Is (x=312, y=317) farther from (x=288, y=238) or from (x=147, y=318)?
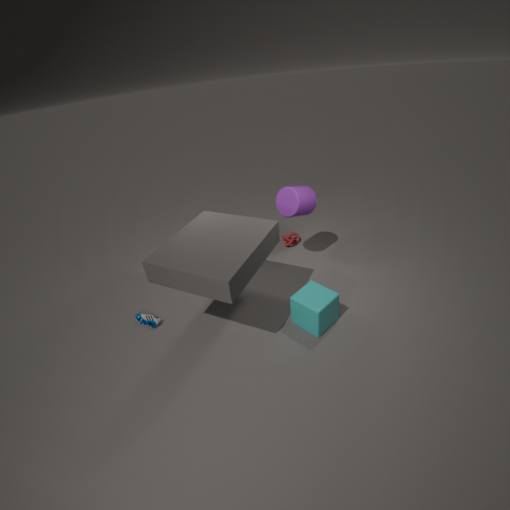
(x=147, y=318)
